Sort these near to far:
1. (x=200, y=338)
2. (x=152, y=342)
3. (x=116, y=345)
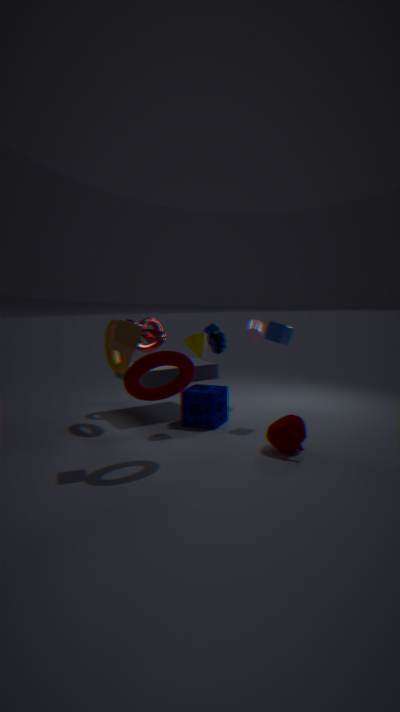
(x=116, y=345) < (x=200, y=338) < (x=152, y=342)
